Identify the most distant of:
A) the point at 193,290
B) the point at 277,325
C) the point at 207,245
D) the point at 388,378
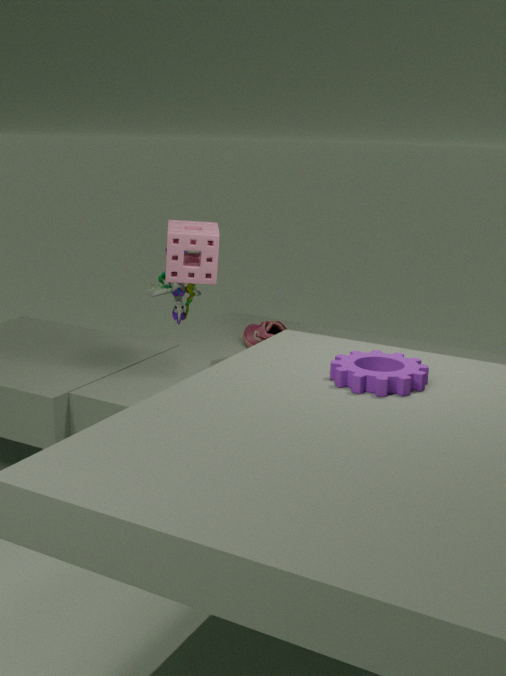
the point at 193,290
